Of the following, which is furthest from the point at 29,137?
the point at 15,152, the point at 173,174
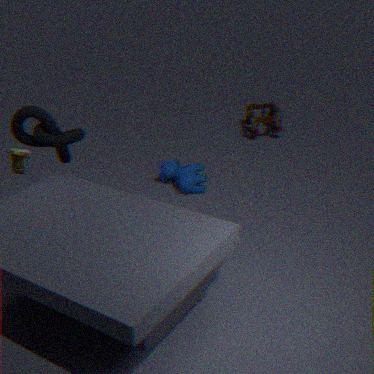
the point at 173,174
